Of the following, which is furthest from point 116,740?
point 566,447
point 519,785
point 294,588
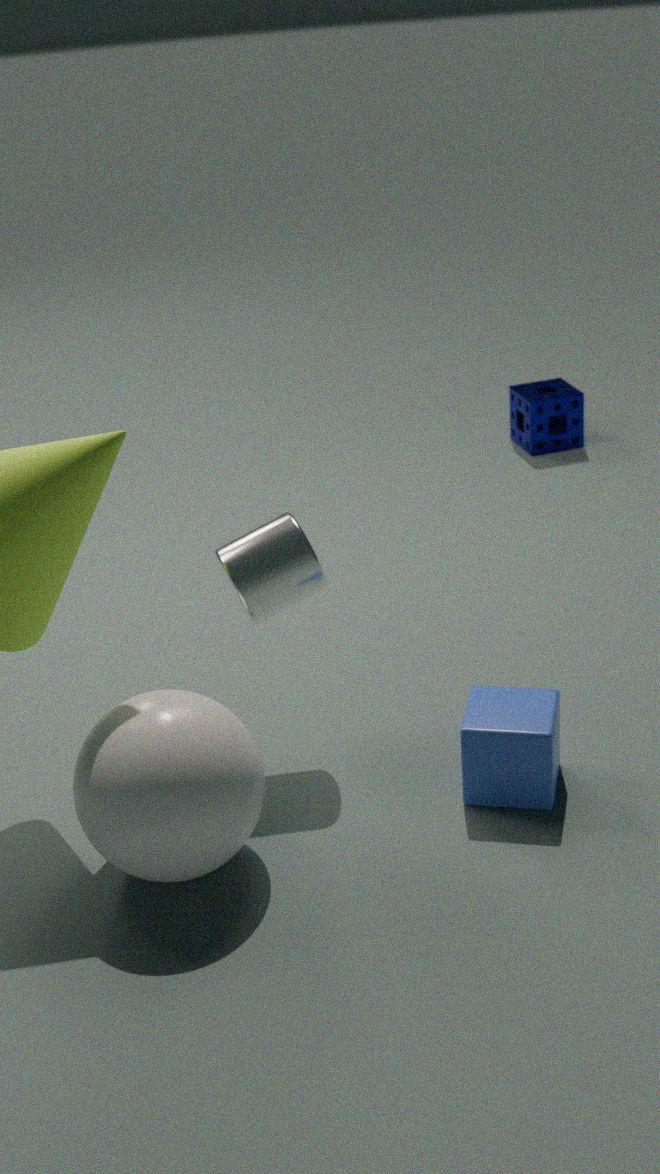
point 566,447
